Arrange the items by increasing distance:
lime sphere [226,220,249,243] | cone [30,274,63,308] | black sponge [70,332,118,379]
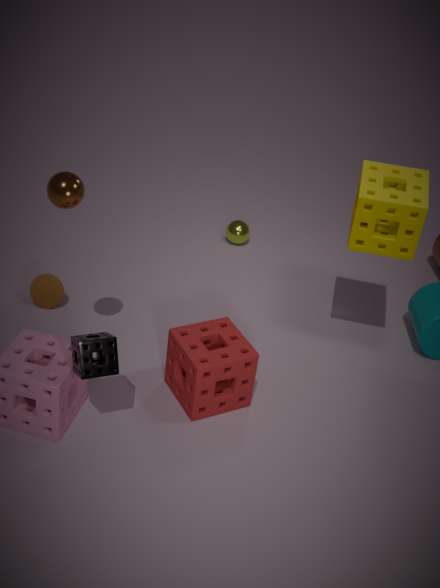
black sponge [70,332,118,379] < cone [30,274,63,308] < lime sphere [226,220,249,243]
